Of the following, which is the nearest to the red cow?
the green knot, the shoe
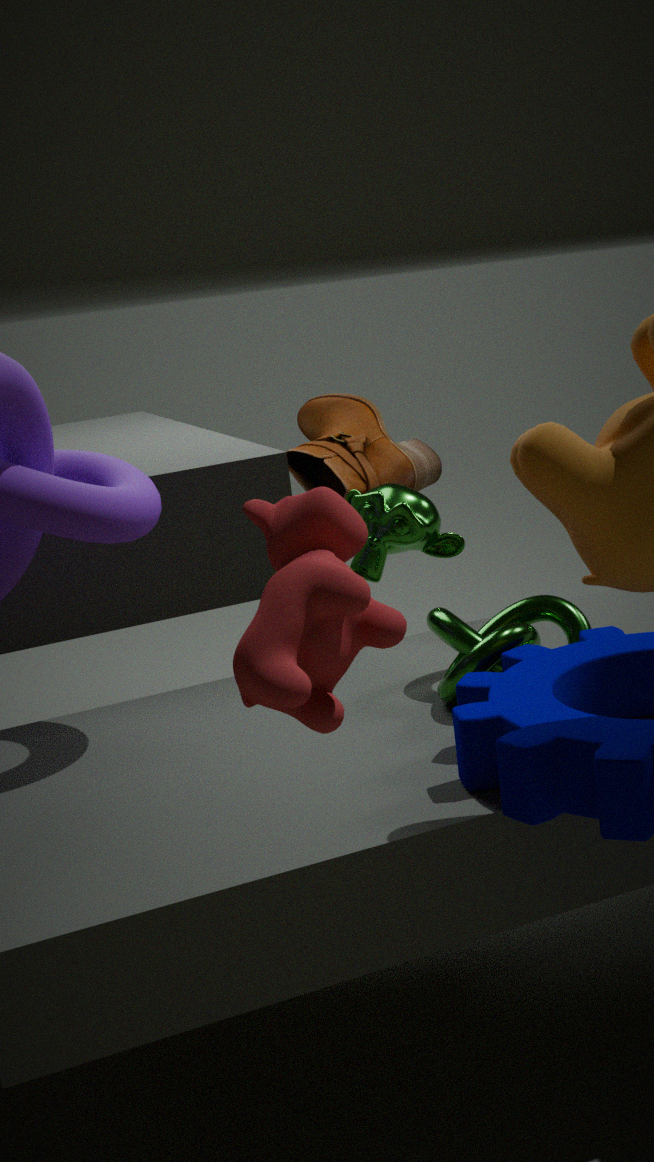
the green knot
